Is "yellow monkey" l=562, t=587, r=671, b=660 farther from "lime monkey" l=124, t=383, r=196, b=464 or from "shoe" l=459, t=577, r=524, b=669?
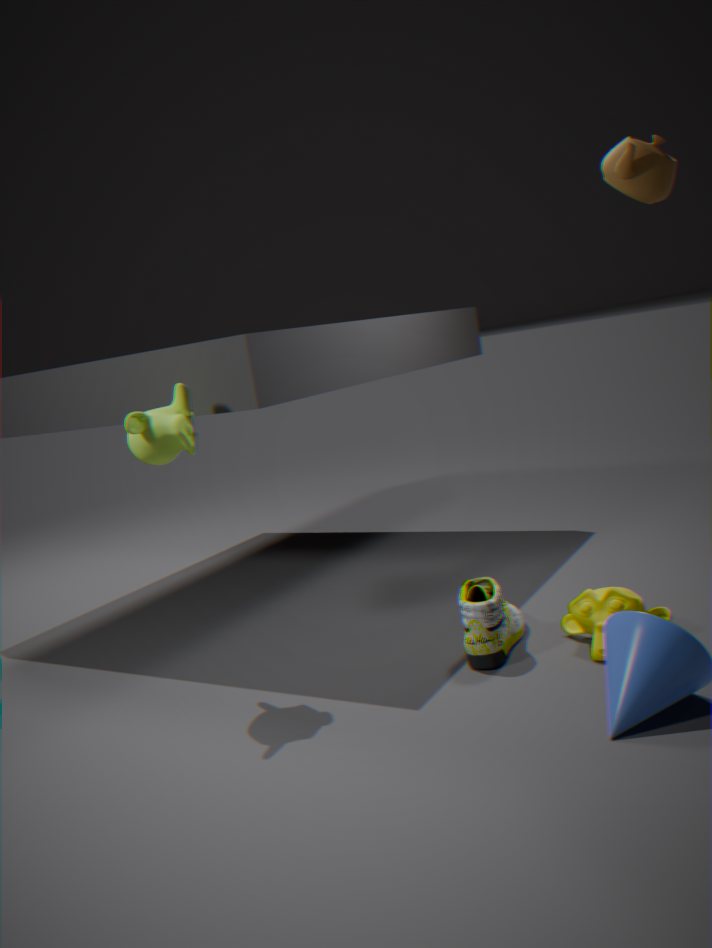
"lime monkey" l=124, t=383, r=196, b=464
